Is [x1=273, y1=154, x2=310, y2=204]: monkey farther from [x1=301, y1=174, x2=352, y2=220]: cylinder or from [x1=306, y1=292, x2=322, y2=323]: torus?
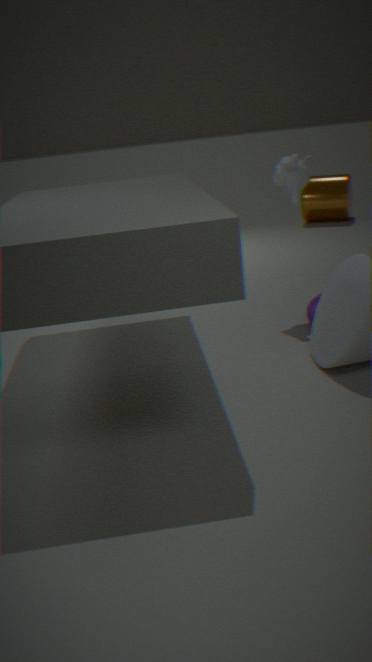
[x1=301, y1=174, x2=352, y2=220]: cylinder
